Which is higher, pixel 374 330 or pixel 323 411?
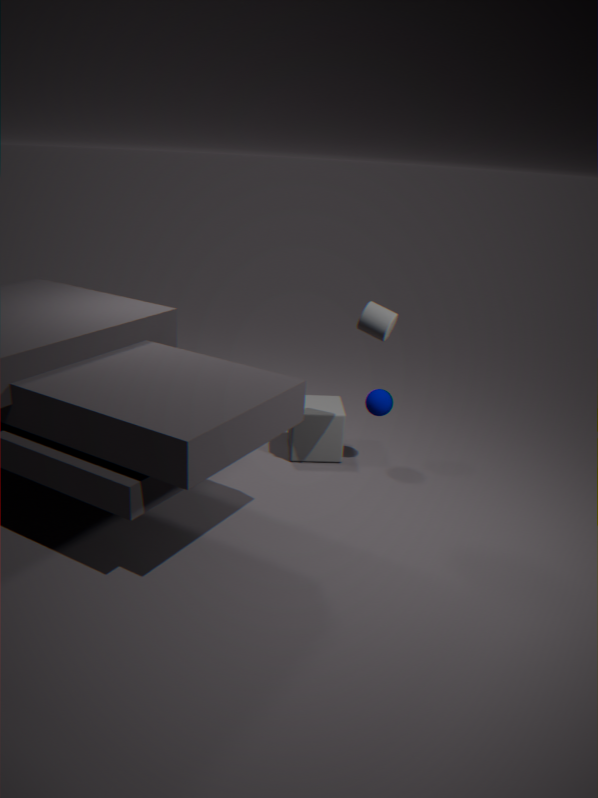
pixel 374 330
